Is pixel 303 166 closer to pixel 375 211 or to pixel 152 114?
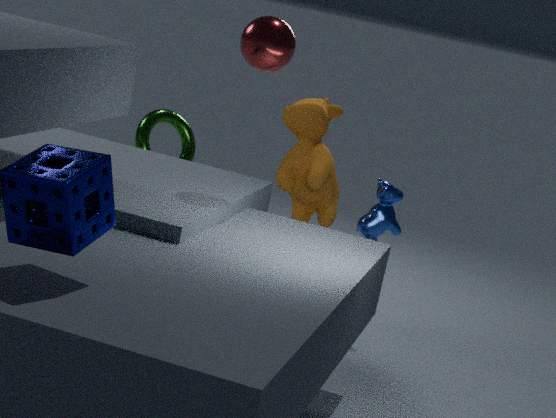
pixel 375 211
